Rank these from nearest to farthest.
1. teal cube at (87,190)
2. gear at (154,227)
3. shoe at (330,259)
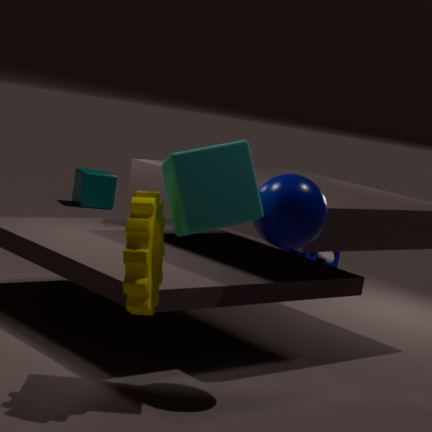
gear at (154,227) → shoe at (330,259) → teal cube at (87,190)
